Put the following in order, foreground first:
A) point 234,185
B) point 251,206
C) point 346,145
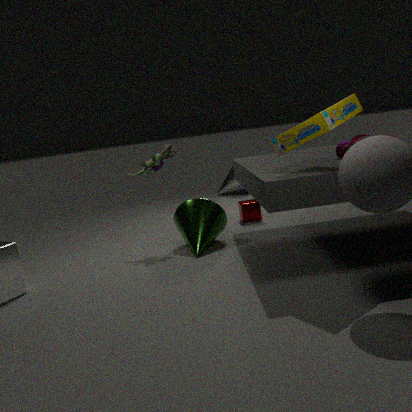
point 346,145 → point 251,206 → point 234,185
